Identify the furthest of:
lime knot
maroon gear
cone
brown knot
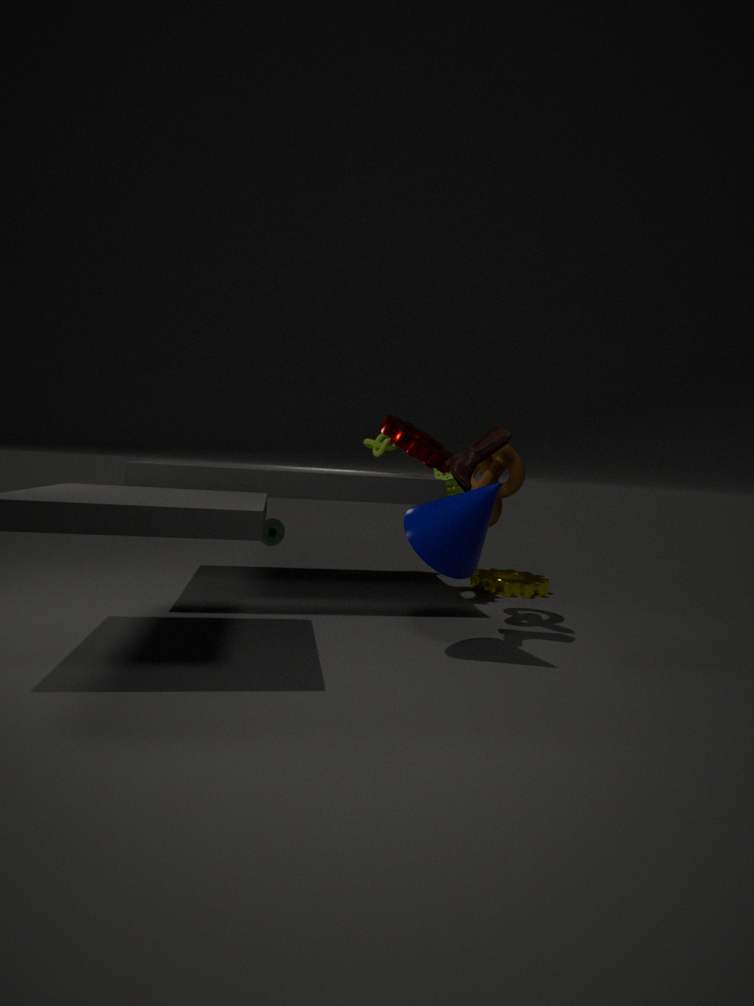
lime knot
